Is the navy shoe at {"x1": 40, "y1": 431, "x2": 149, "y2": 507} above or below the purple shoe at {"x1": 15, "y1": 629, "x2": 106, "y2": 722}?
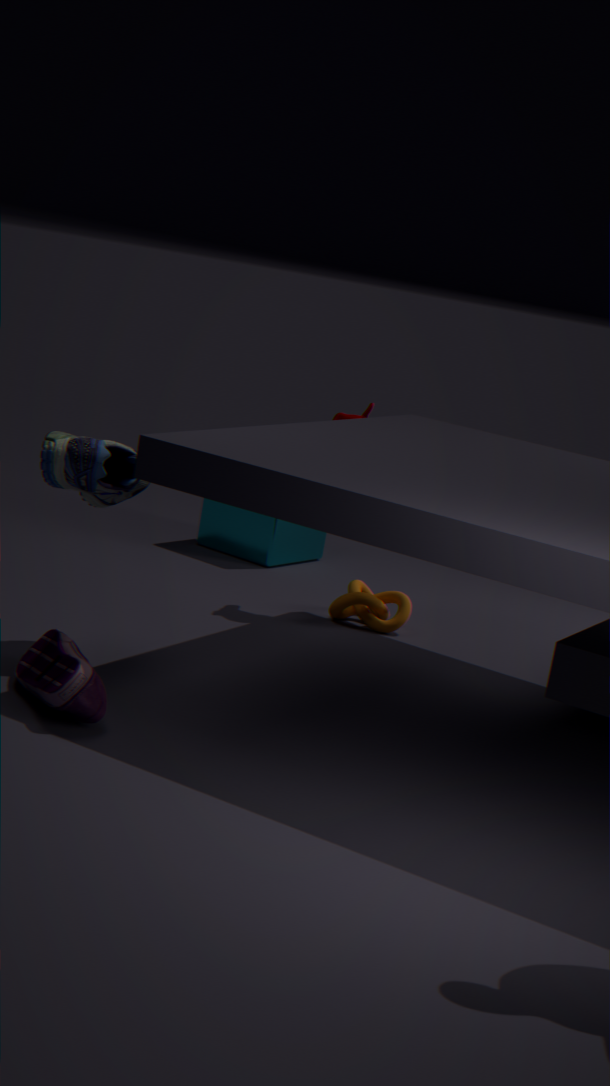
above
